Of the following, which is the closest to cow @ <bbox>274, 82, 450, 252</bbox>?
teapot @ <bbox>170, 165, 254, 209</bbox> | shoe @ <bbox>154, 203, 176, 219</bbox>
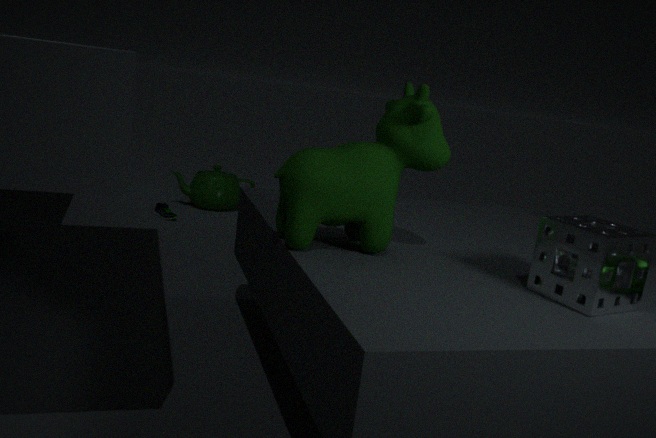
shoe @ <bbox>154, 203, 176, 219</bbox>
